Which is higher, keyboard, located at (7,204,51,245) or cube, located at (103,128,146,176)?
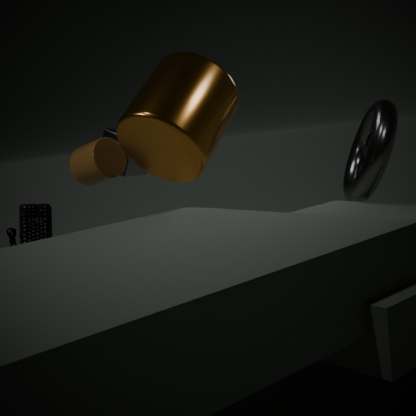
cube, located at (103,128,146,176)
